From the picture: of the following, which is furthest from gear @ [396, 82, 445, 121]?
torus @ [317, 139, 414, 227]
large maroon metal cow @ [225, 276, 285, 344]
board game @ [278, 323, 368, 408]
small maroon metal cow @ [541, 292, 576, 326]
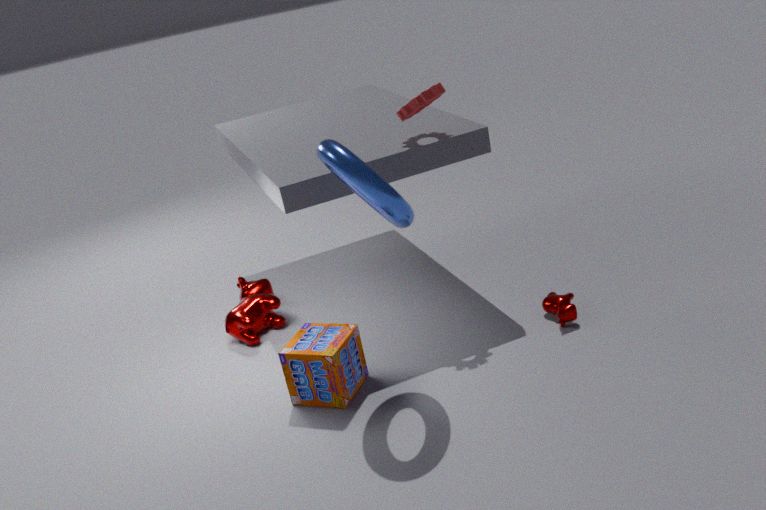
large maroon metal cow @ [225, 276, 285, 344]
